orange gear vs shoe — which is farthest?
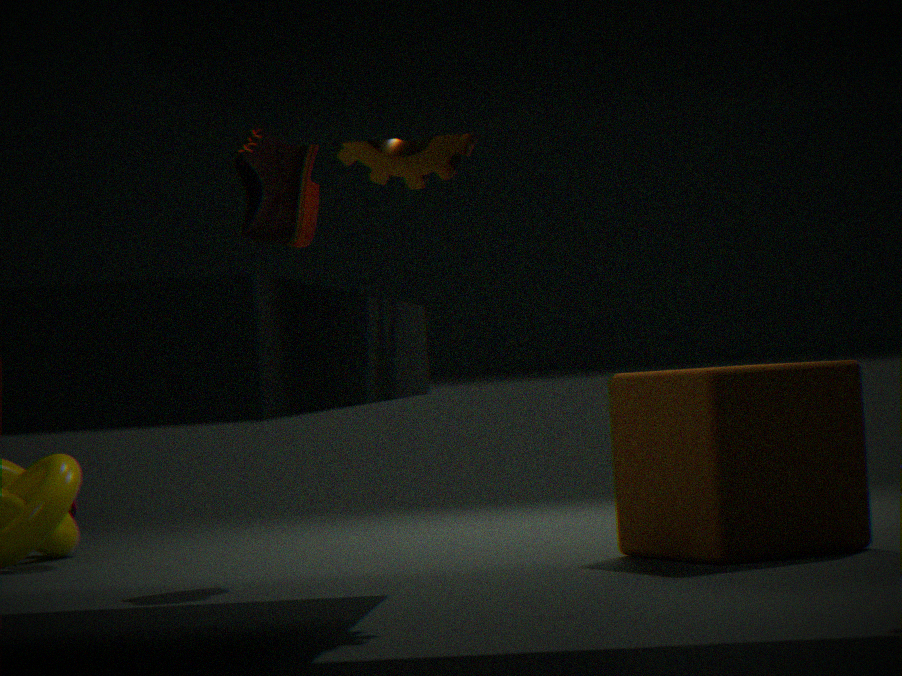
shoe
